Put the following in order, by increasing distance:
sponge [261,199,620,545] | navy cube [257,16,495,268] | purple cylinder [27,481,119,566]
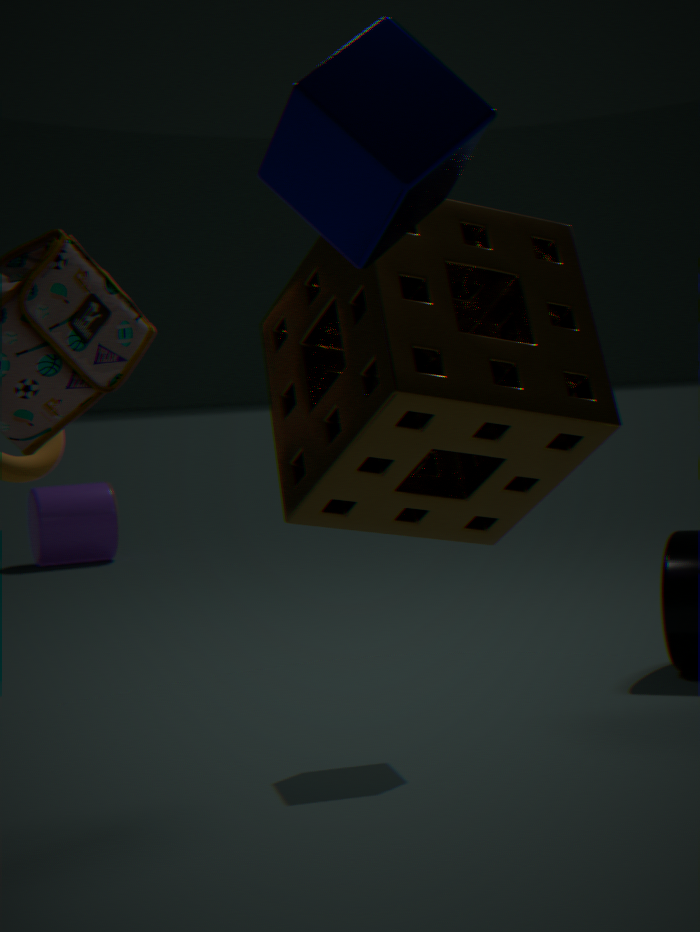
1. navy cube [257,16,495,268]
2. sponge [261,199,620,545]
3. purple cylinder [27,481,119,566]
